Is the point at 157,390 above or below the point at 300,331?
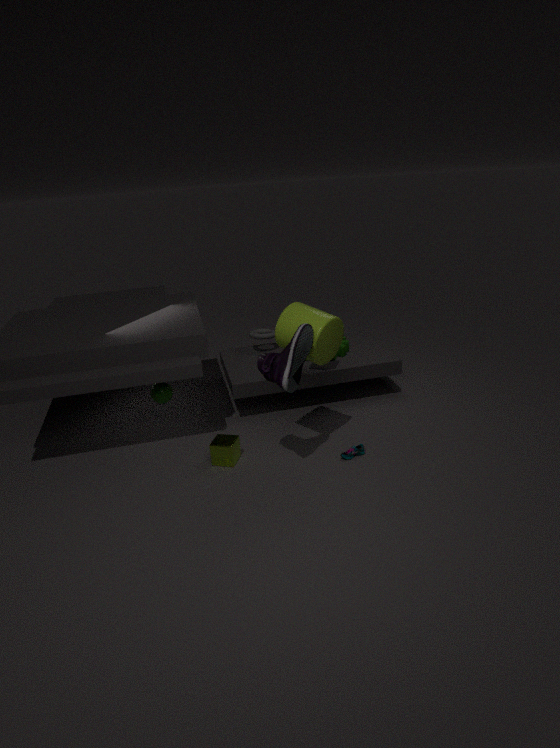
below
